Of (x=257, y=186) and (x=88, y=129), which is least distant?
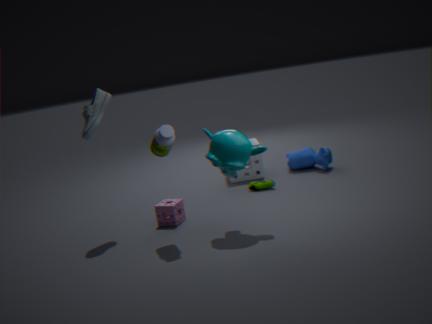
(x=88, y=129)
